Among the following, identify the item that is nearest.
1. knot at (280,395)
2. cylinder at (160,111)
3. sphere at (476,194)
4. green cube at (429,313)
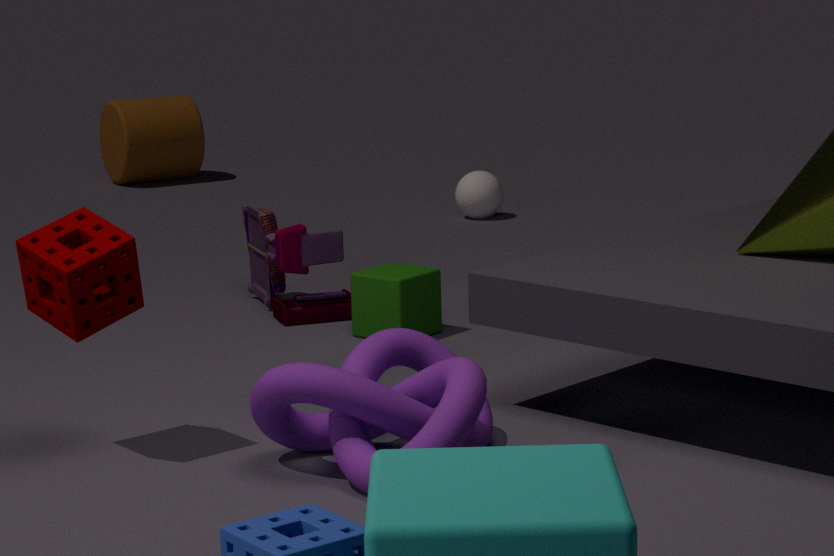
knot at (280,395)
